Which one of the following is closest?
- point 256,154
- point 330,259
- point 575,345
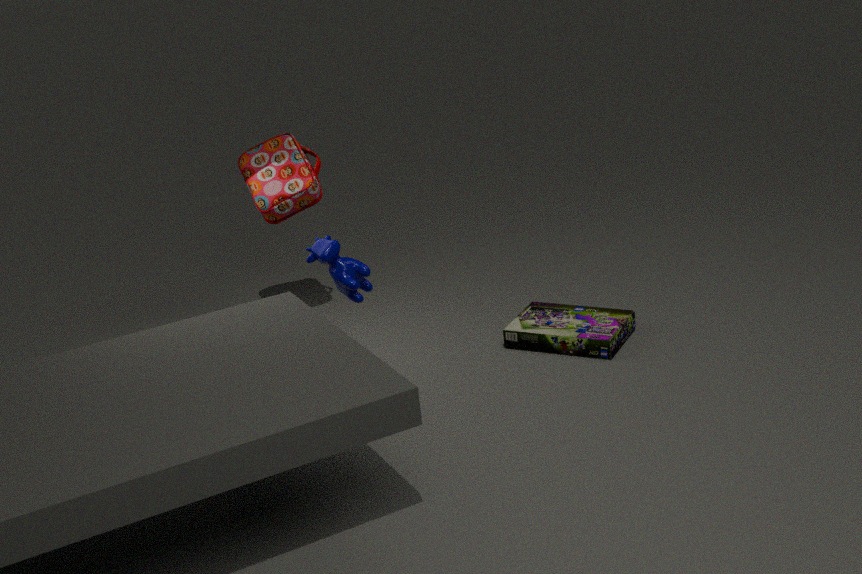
point 330,259
